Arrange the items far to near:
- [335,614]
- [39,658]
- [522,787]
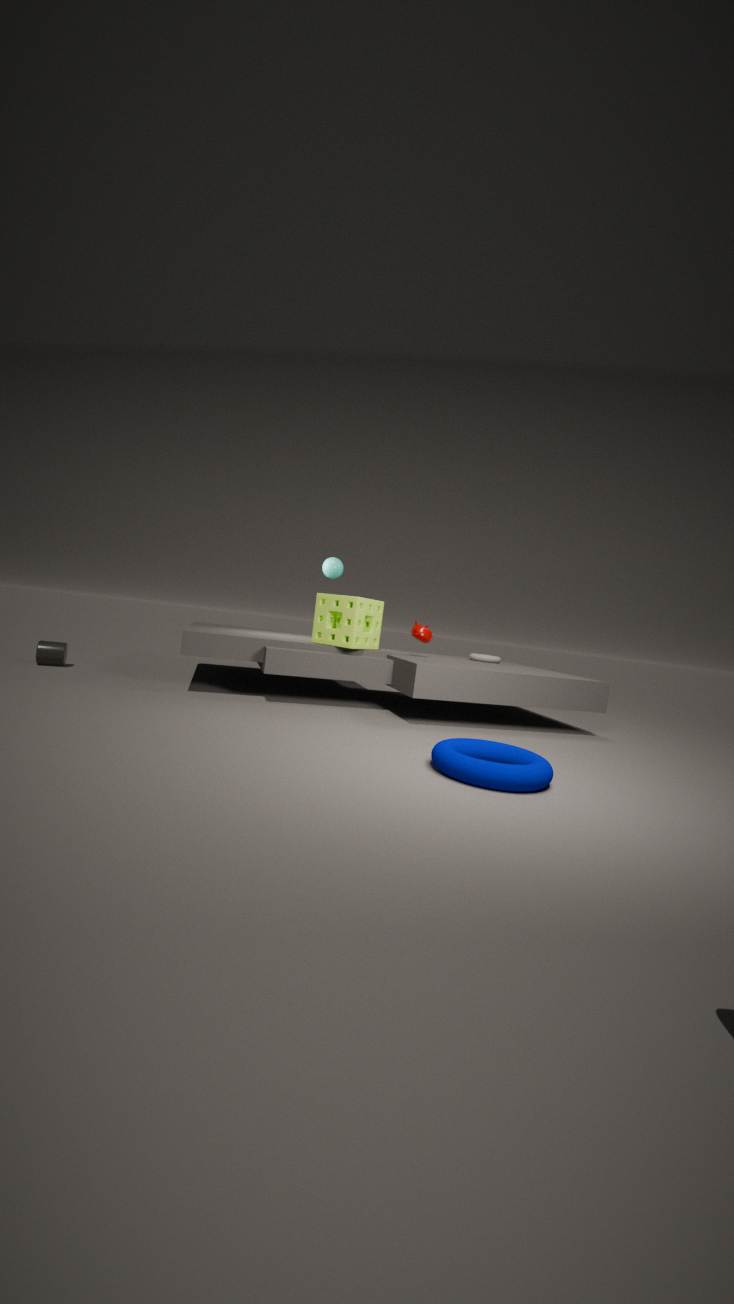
[39,658] → [335,614] → [522,787]
